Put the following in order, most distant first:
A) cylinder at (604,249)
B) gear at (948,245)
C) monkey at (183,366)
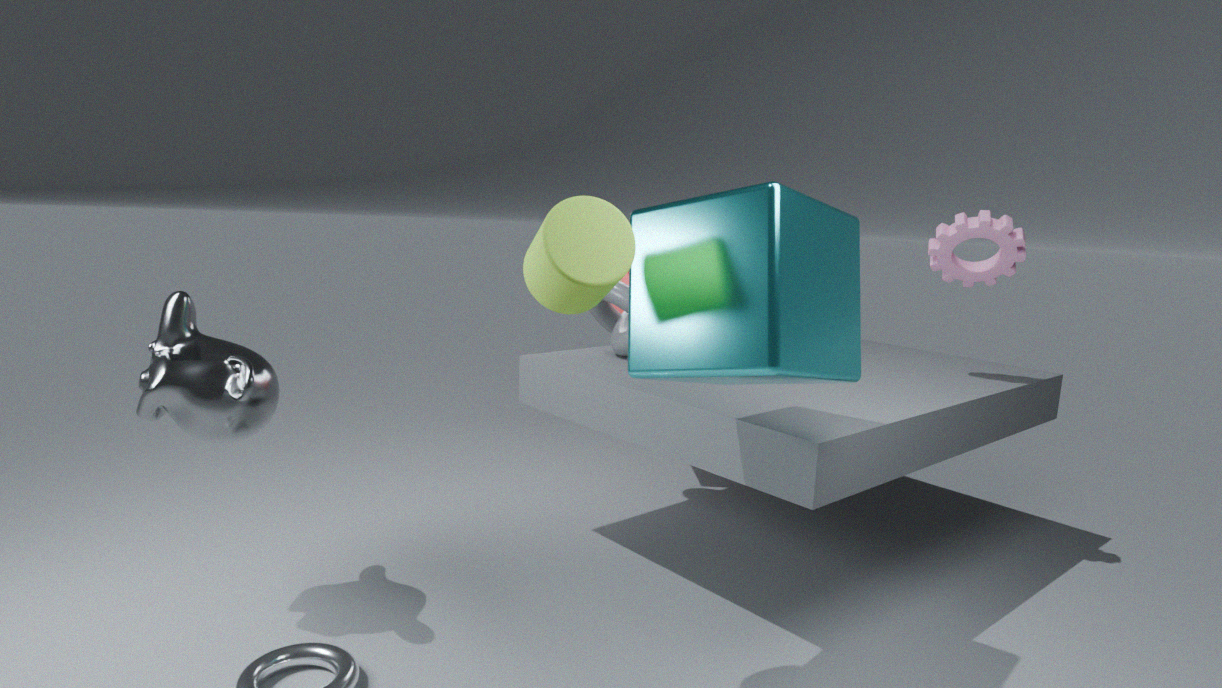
gear at (948,245), monkey at (183,366), cylinder at (604,249)
